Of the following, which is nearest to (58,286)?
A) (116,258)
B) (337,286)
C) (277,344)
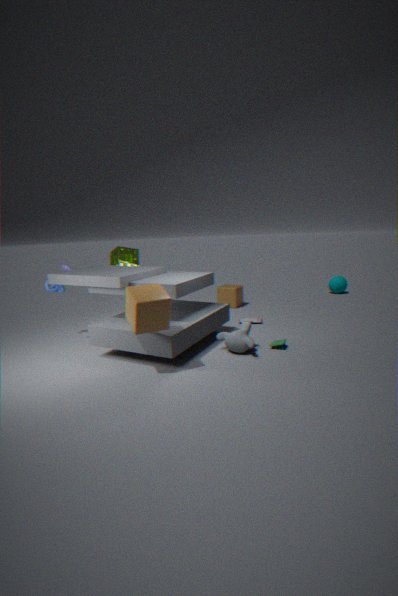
(116,258)
